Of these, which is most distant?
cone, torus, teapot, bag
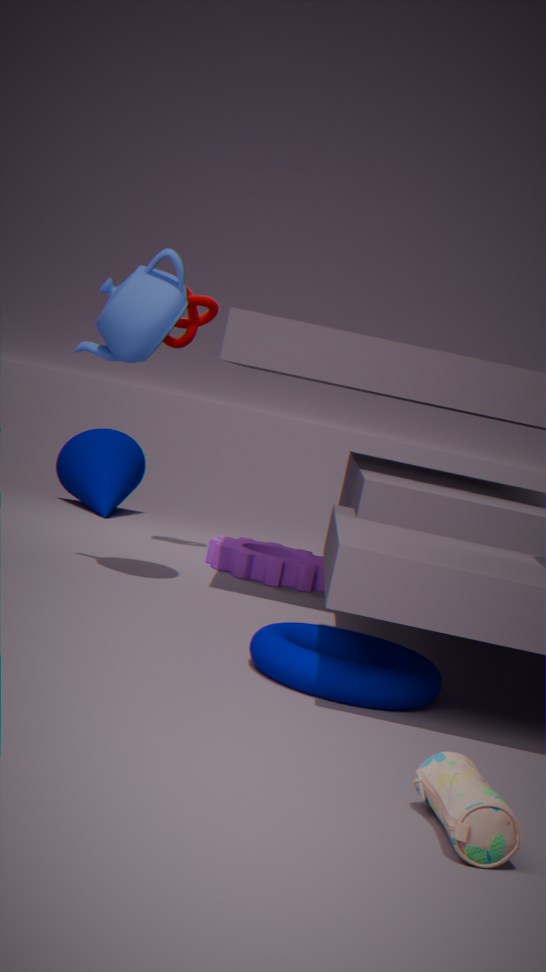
cone
